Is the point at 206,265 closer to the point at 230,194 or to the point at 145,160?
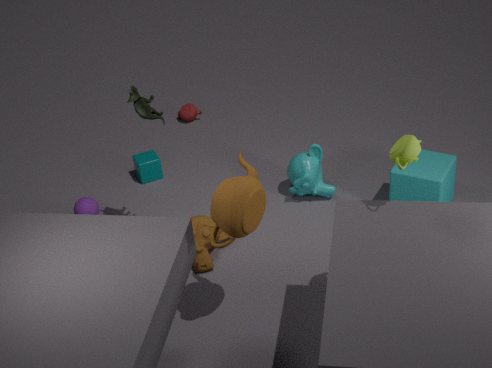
the point at 230,194
